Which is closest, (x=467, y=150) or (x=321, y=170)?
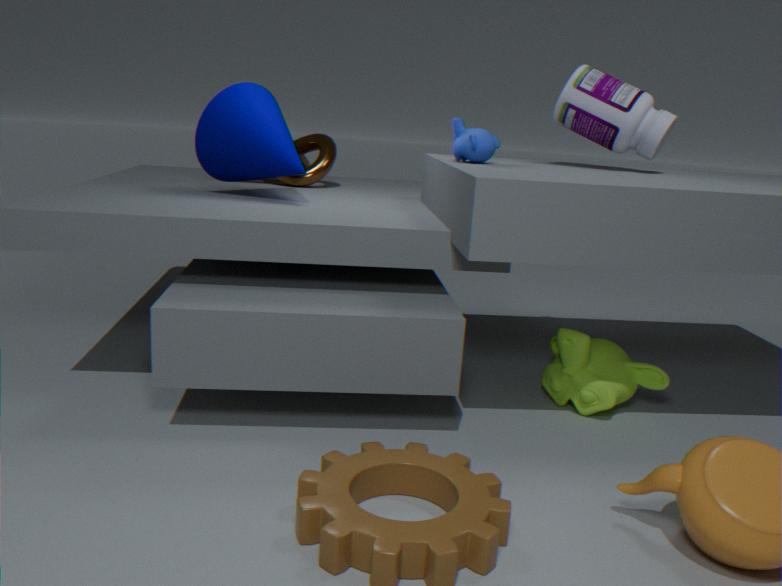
(x=467, y=150)
